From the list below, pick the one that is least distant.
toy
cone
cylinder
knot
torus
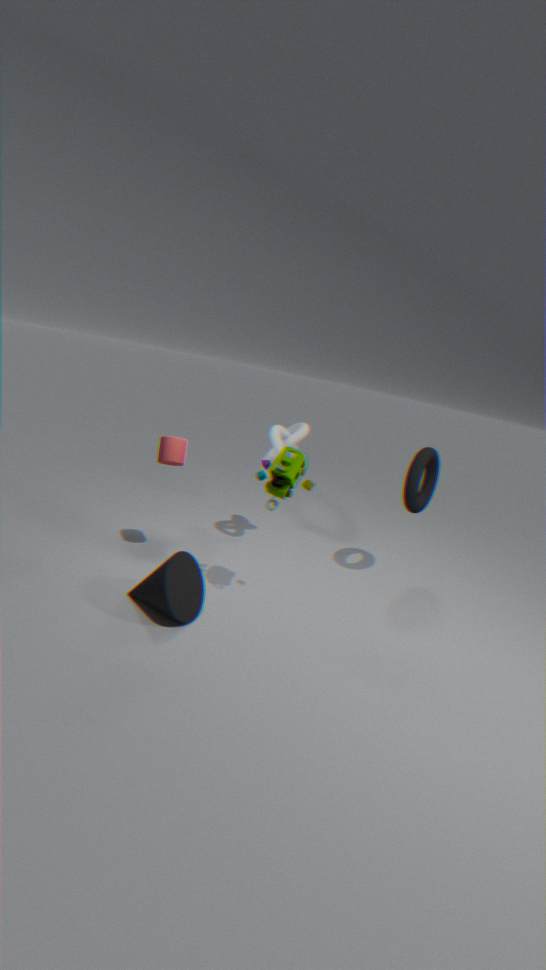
cone
